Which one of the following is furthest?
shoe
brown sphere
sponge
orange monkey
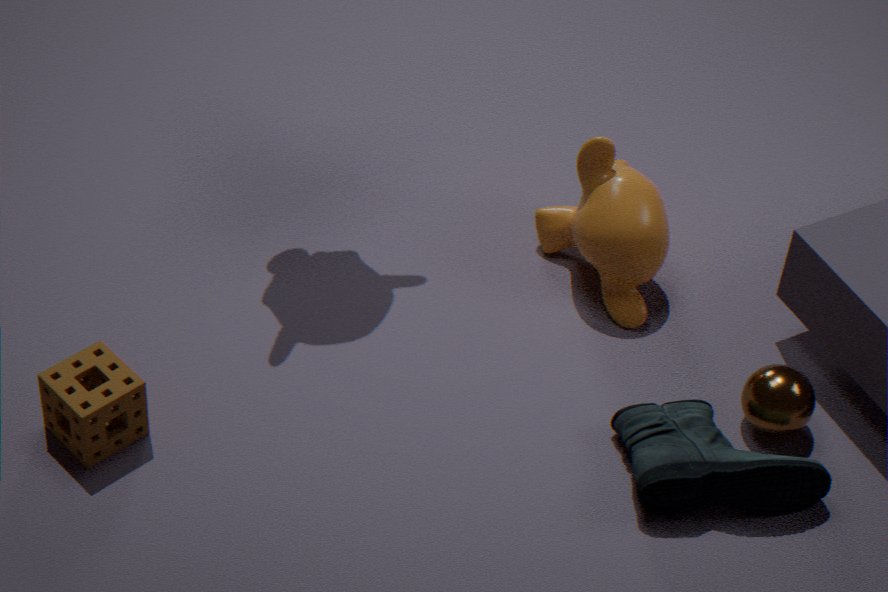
orange monkey
